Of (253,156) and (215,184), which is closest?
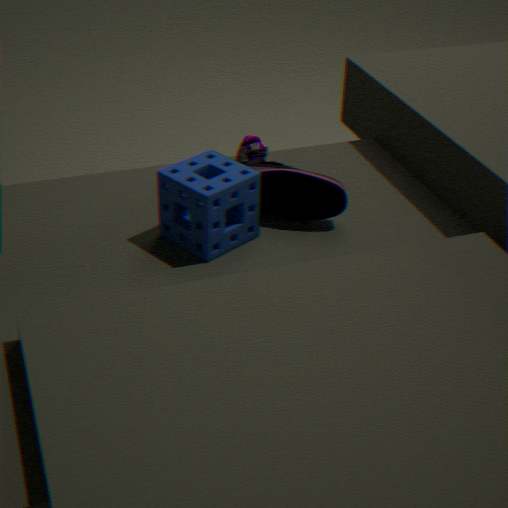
(215,184)
